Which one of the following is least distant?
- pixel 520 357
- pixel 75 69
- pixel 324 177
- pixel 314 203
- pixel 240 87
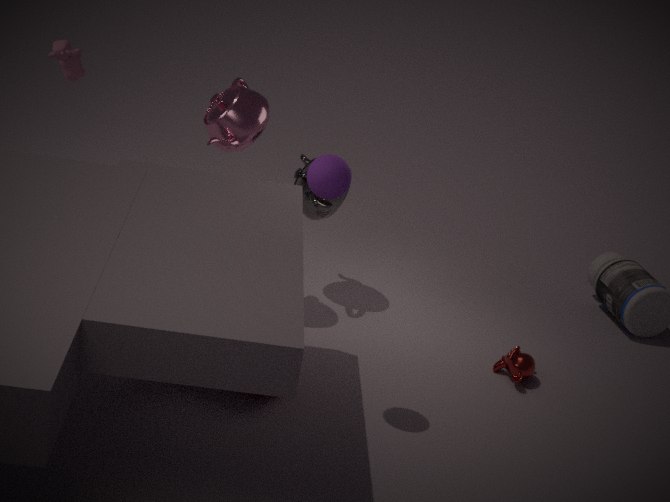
pixel 324 177
